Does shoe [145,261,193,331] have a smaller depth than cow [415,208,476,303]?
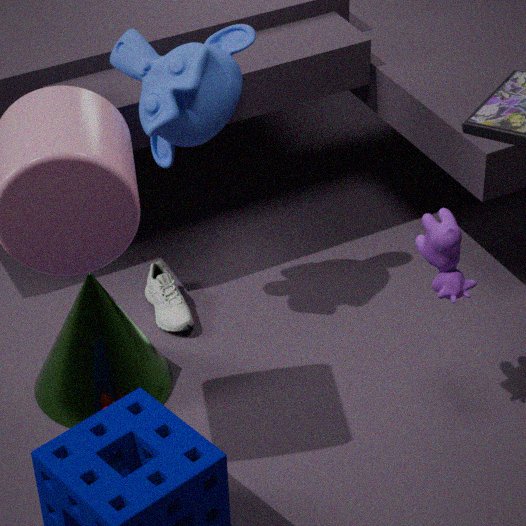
No
